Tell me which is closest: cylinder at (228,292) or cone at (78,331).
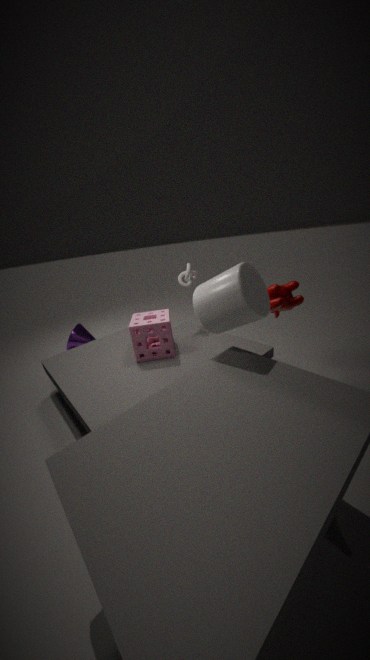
cylinder at (228,292)
